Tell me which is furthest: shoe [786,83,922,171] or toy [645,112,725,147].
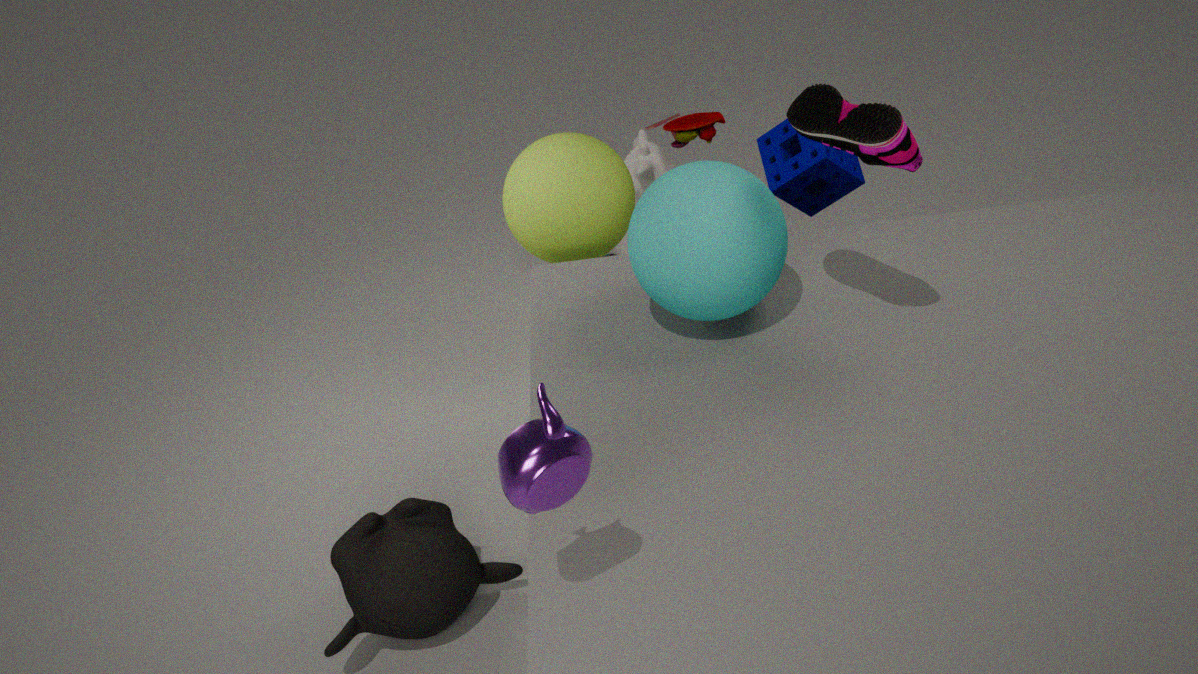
toy [645,112,725,147]
